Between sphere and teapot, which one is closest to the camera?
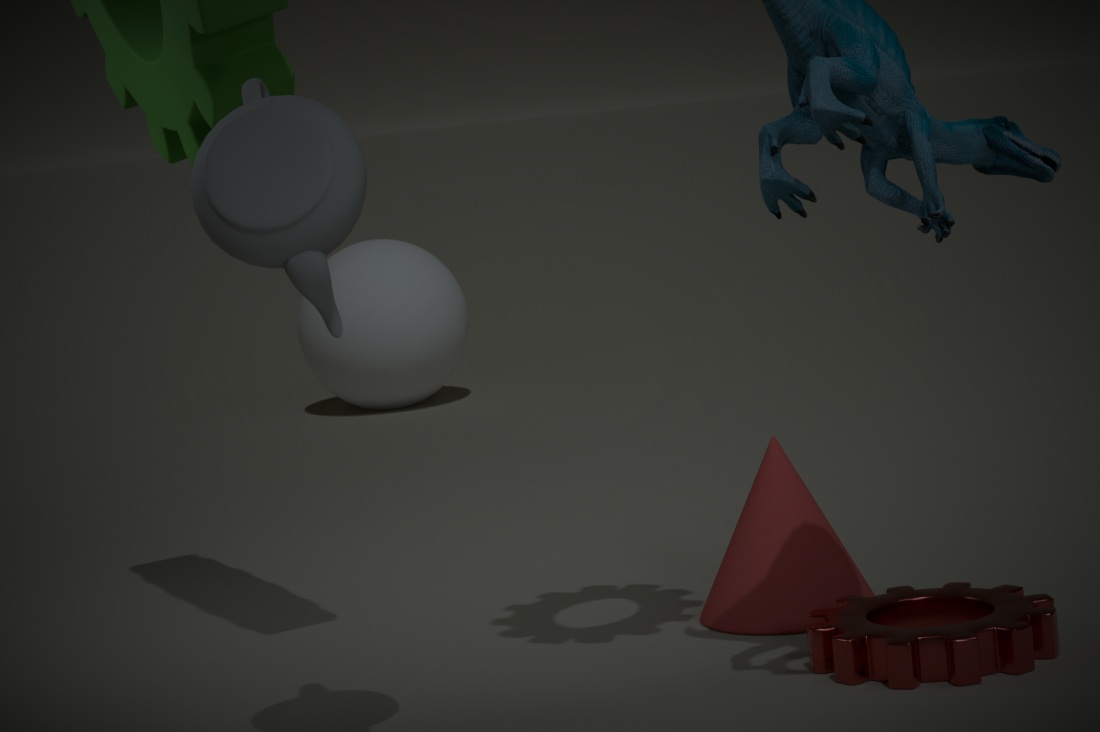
teapot
